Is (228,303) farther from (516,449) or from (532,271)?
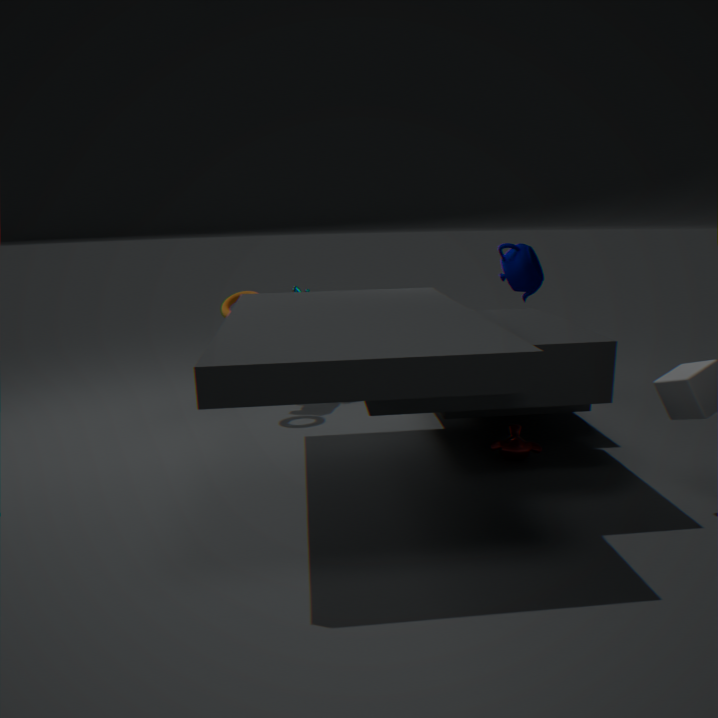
(532,271)
